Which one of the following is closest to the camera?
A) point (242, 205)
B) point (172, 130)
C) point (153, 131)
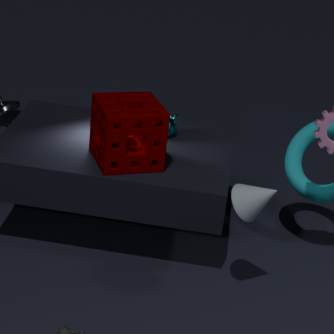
point (242, 205)
